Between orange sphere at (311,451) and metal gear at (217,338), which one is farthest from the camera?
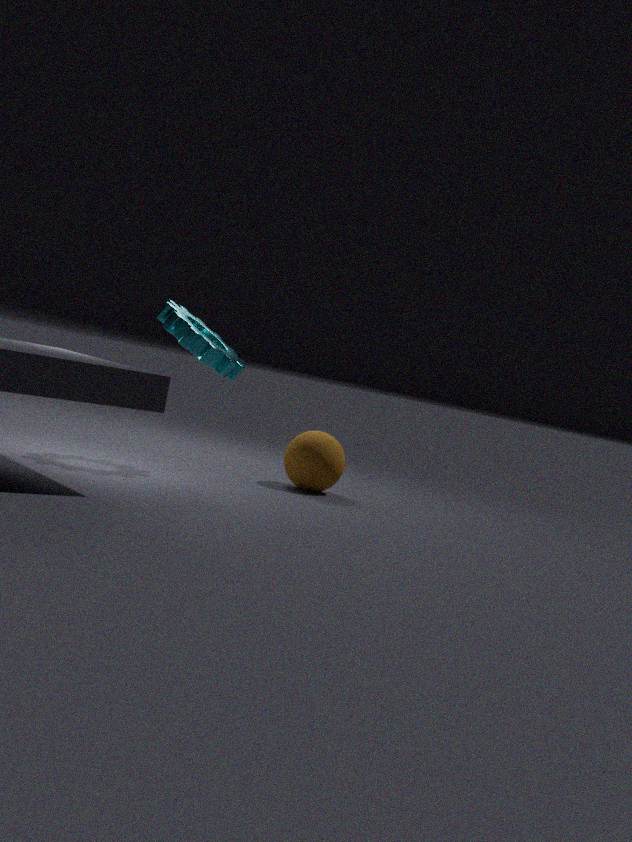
orange sphere at (311,451)
